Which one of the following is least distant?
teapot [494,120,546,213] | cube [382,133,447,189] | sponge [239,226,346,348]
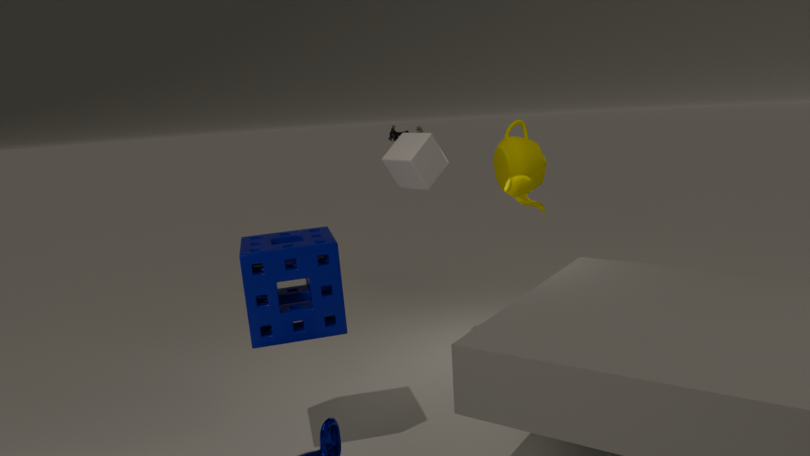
sponge [239,226,346,348]
